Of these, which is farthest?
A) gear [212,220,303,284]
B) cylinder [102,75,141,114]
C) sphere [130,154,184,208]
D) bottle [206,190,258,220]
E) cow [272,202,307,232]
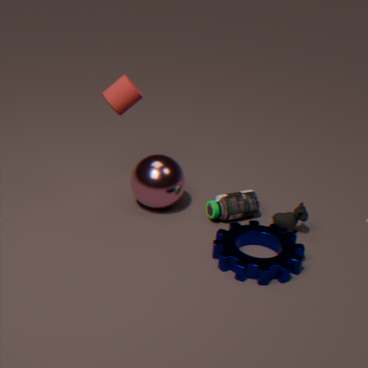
bottle [206,190,258,220]
